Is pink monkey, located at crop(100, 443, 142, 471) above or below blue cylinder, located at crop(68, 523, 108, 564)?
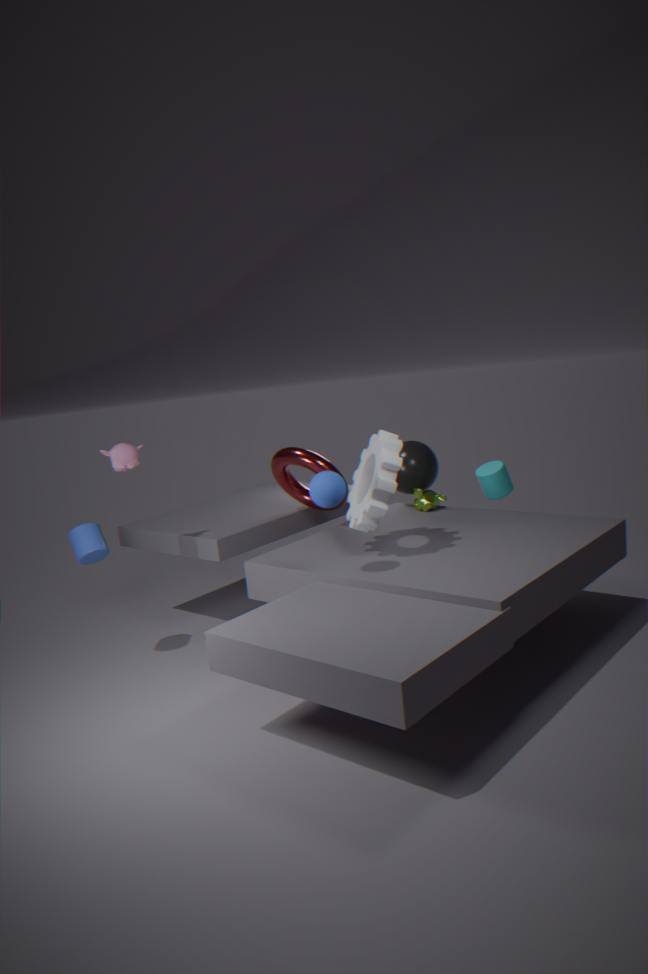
above
